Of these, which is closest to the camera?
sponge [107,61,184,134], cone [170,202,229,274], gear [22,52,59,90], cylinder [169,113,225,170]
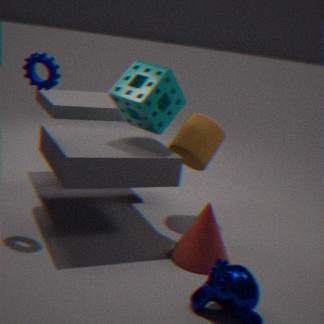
cone [170,202,229,274]
